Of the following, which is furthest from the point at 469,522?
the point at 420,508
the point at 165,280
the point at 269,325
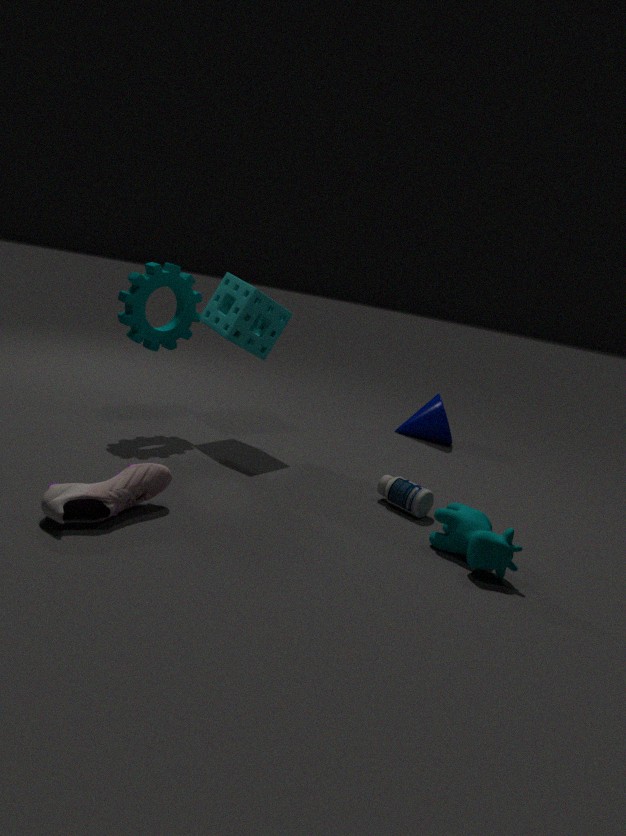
the point at 165,280
